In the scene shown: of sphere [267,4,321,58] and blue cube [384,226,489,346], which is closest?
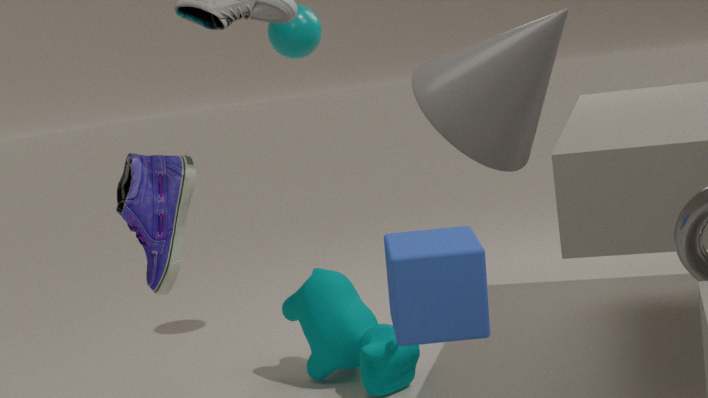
blue cube [384,226,489,346]
